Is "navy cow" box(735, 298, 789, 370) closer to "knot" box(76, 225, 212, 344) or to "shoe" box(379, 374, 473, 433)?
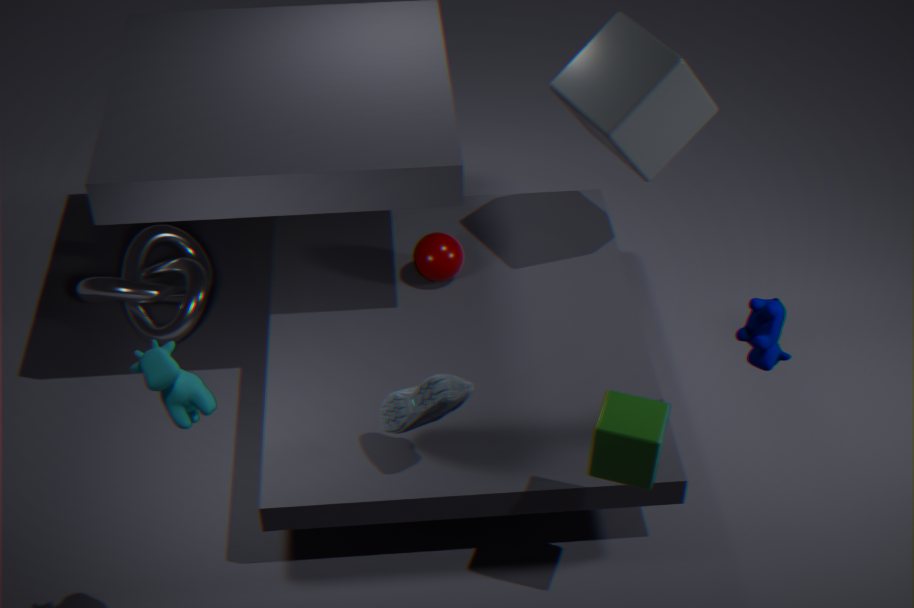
"shoe" box(379, 374, 473, 433)
